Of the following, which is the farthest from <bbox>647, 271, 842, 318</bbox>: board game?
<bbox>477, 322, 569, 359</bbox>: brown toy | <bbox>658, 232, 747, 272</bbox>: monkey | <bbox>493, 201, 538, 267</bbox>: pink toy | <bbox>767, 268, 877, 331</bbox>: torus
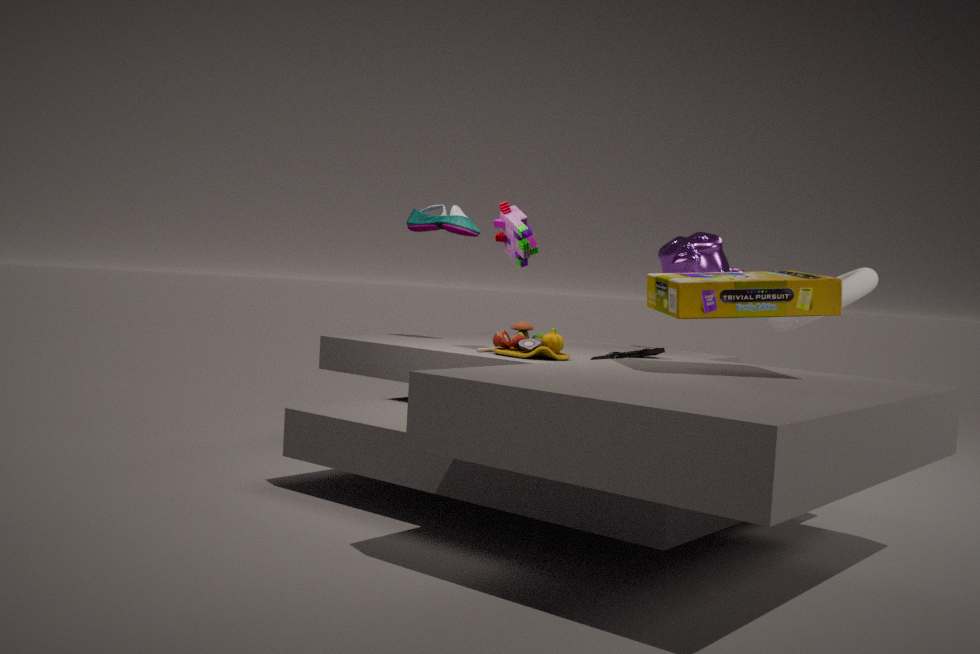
<bbox>658, 232, 747, 272</bbox>: monkey
